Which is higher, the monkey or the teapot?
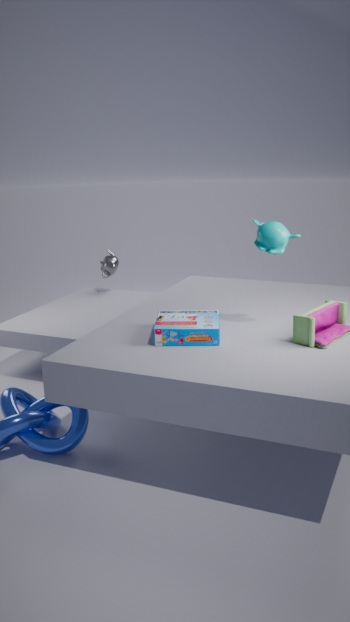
the monkey
